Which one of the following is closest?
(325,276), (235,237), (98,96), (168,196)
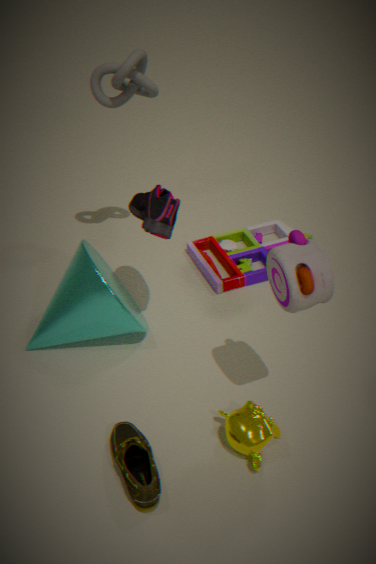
(325,276)
